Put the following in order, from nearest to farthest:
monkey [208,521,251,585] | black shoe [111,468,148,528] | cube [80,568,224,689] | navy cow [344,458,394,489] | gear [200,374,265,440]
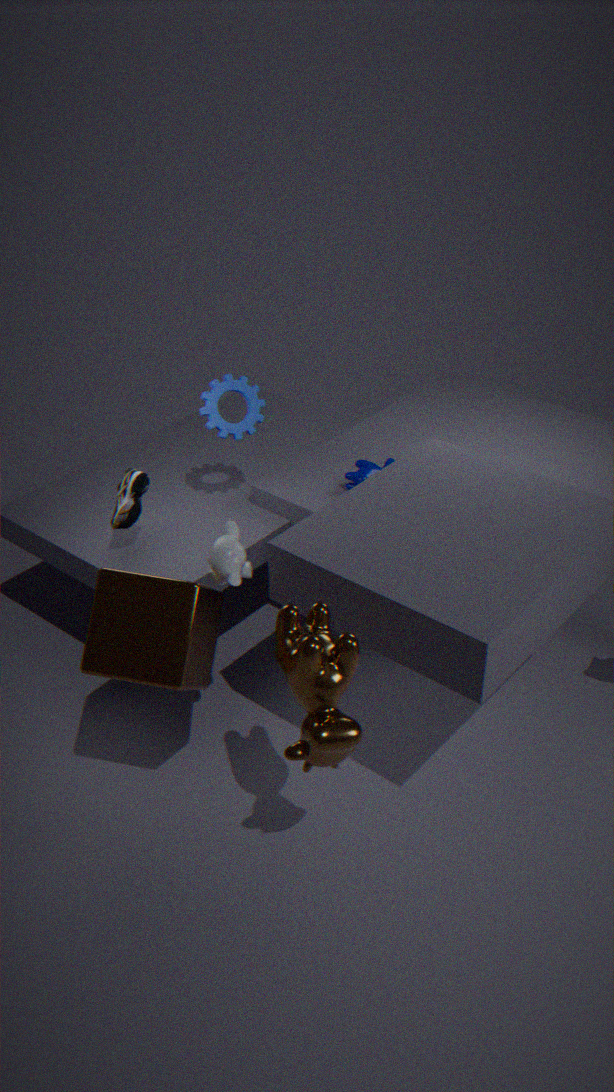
cube [80,568,224,689] → monkey [208,521,251,585] → black shoe [111,468,148,528] → gear [200,374,265,440] → navy cow [344,458,394,489]
